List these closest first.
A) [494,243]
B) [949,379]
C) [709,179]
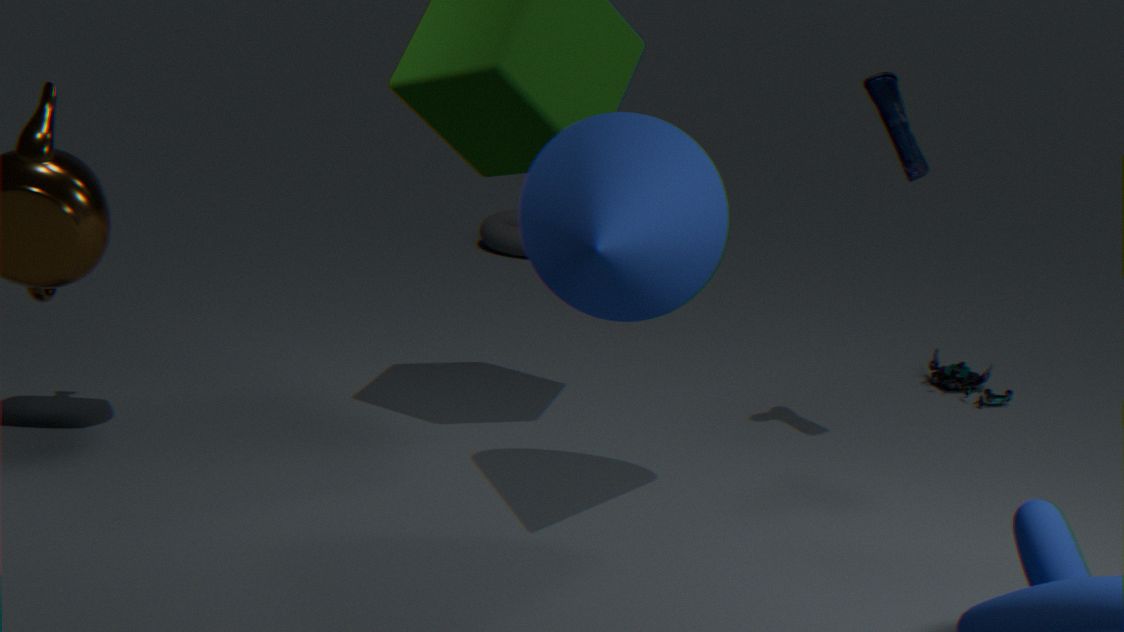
[709,179], [949,379], [494,243]
